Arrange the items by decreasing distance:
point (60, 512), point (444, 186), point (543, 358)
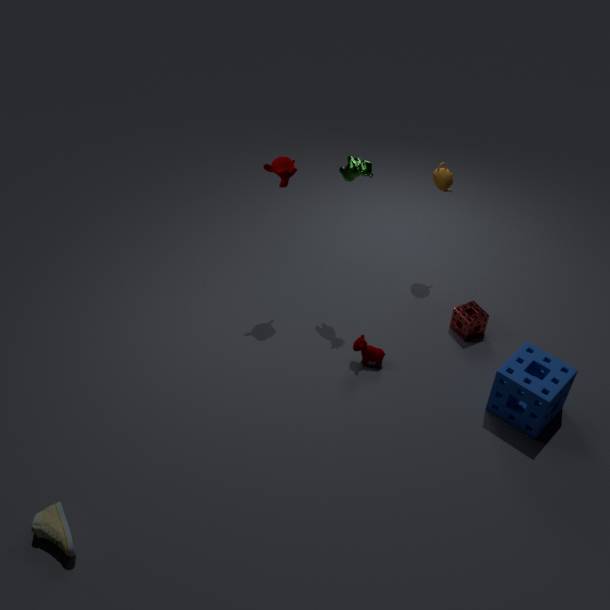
point (444, 186) → point (543, 358) → point (60, 512)
